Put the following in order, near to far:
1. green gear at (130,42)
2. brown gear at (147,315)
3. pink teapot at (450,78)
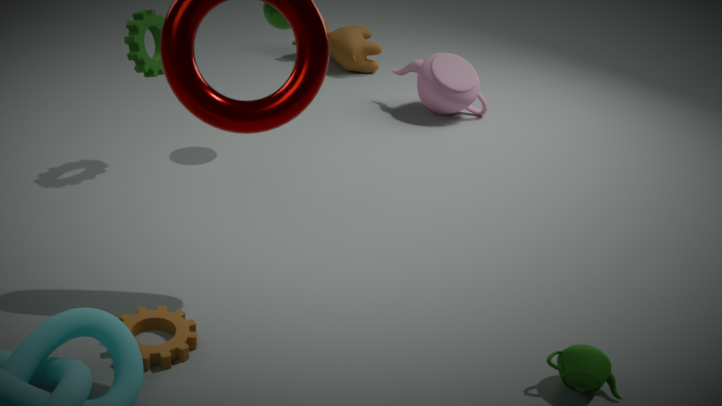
brown gear at (147,315) < green gear at (130,42) < pink teapot at (450,78)
